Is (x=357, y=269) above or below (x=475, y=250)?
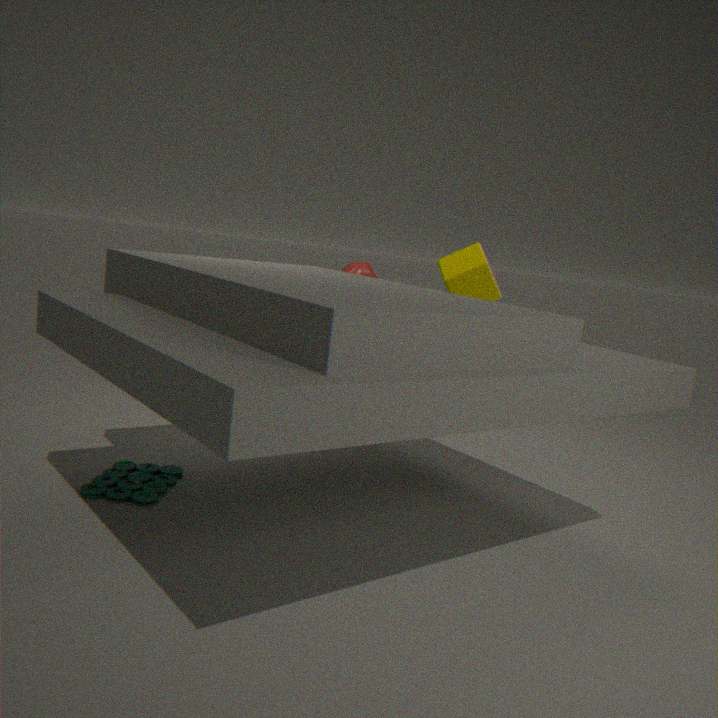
below
